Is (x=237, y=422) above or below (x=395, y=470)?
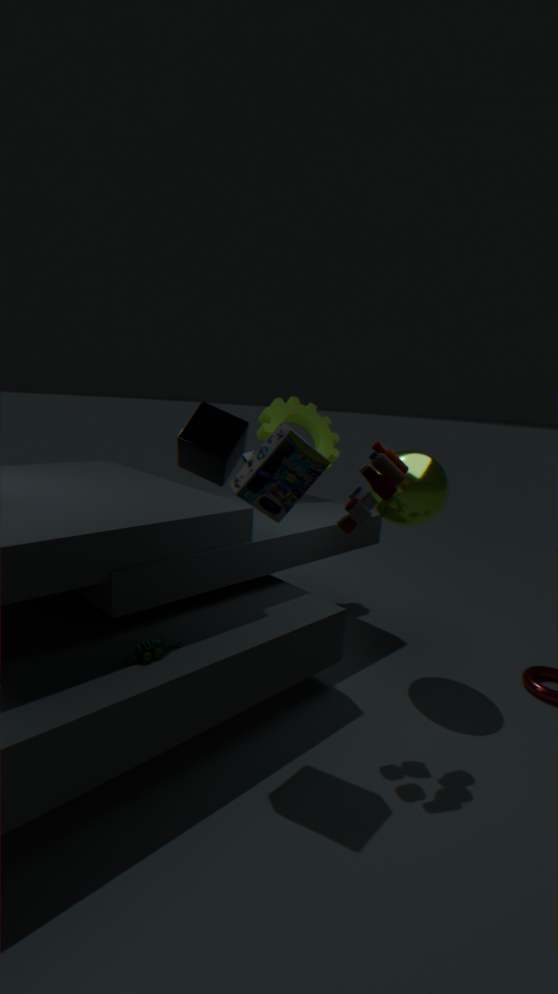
below
